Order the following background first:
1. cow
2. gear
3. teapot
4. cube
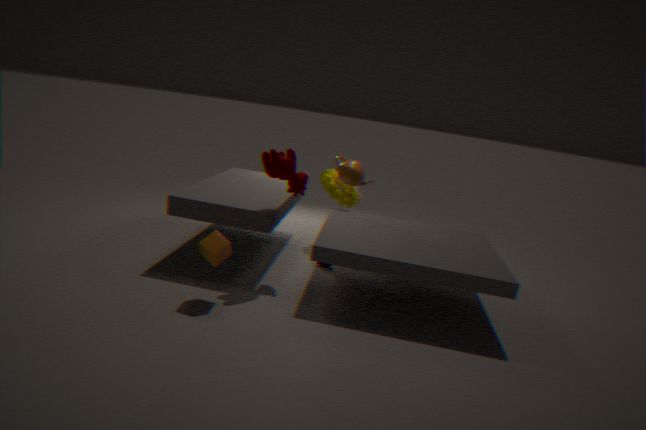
gear → teapot → cow → cube
